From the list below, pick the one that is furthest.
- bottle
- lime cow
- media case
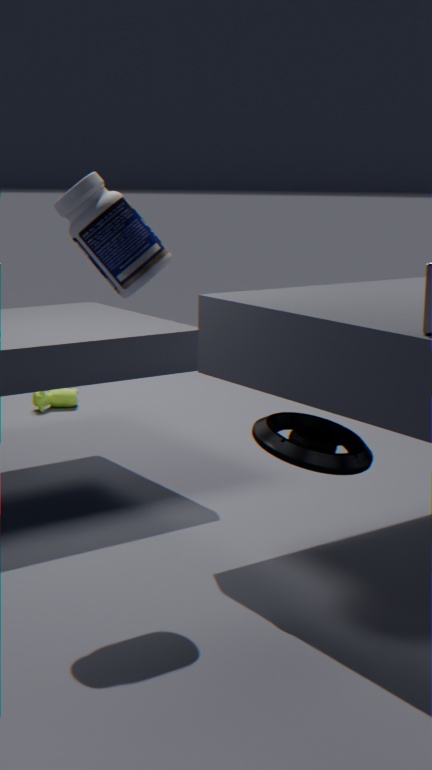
lime cow
